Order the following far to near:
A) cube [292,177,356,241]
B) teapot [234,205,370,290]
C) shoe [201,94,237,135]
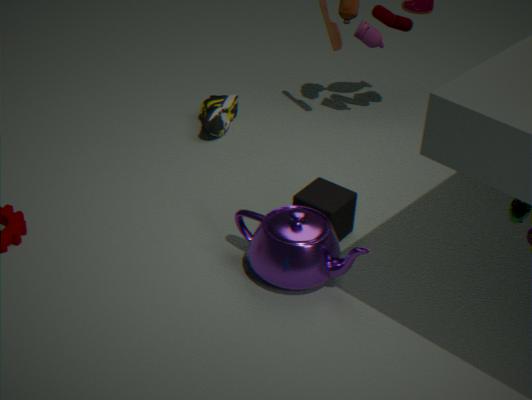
shoe [201,94,237,135] < cube [292,177,356,241] < teapot [234,205,370,290]
